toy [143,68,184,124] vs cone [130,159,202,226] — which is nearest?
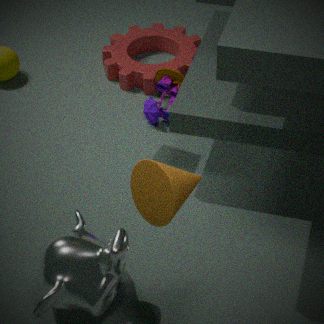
cone [130,159,202,226]
